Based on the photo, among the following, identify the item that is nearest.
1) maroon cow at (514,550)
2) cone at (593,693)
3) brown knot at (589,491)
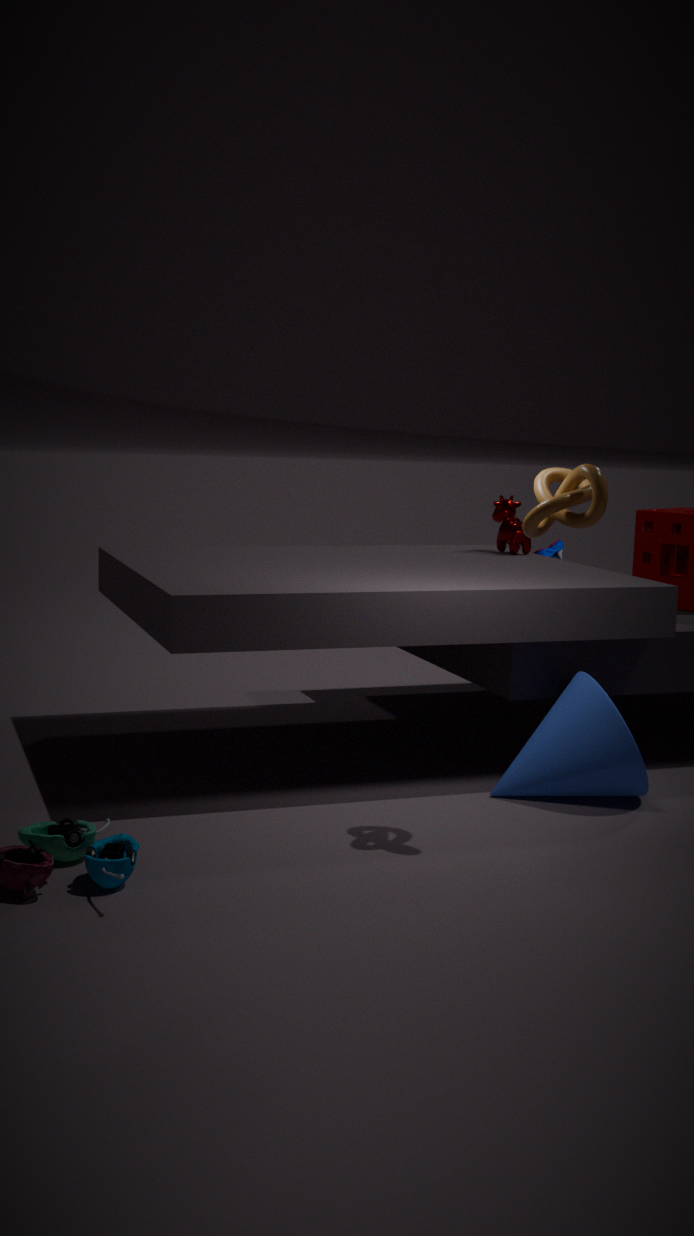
3. brown knot at (589,491)
